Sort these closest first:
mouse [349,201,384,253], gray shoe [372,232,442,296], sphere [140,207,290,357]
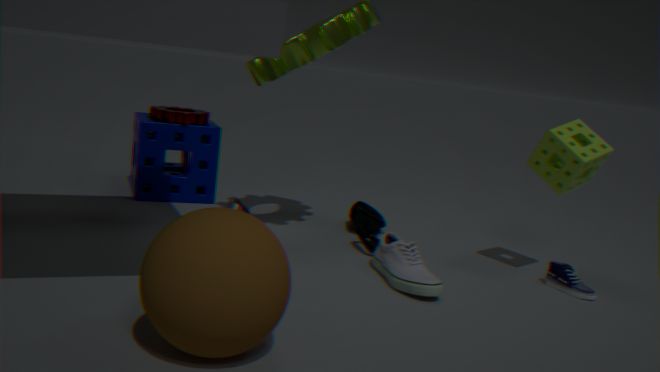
1. sphere [140,207,290,357]
2. gray shoe [372,232,442,296]
3. mouse [349,201,384,253]
